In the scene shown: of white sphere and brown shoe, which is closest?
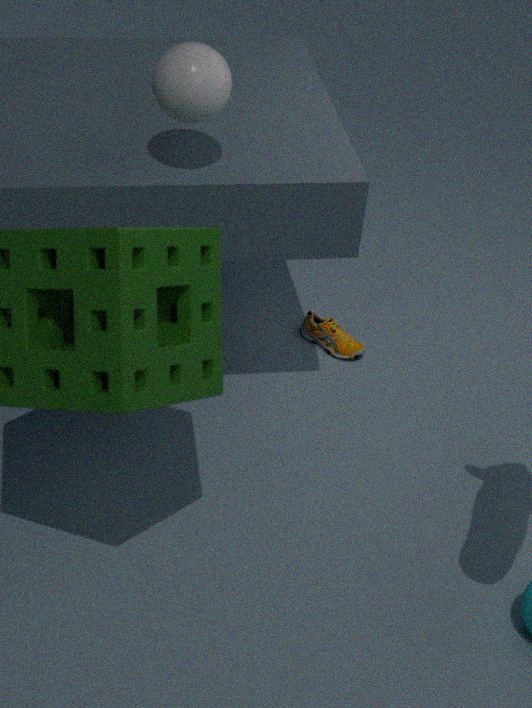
white sphere
